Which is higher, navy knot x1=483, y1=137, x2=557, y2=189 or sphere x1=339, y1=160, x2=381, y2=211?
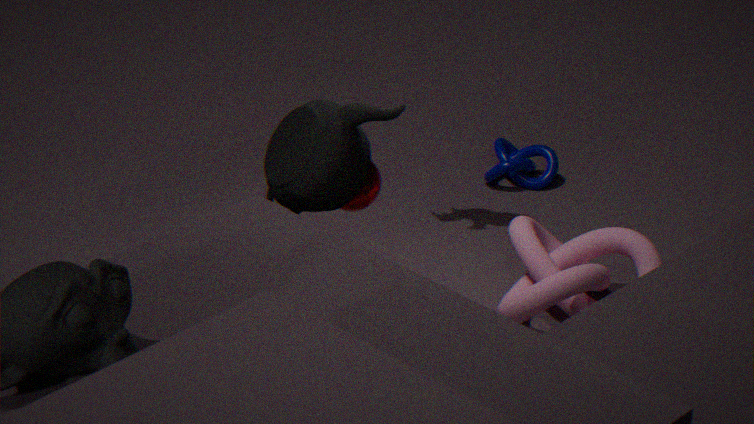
sphere x1=339, y1=160, x2=381, y2=211
